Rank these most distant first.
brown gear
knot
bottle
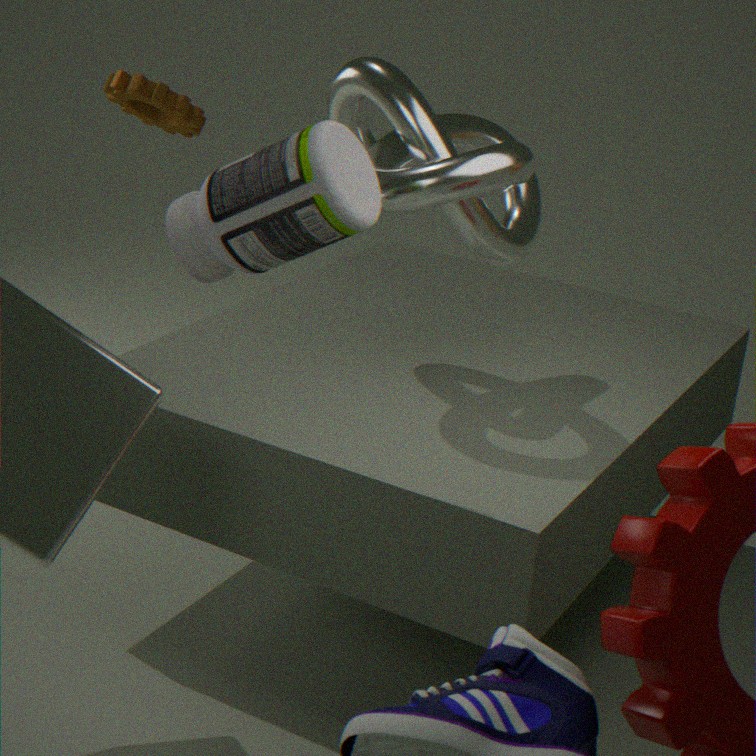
1. brown gear
2. knot
3. bottle
